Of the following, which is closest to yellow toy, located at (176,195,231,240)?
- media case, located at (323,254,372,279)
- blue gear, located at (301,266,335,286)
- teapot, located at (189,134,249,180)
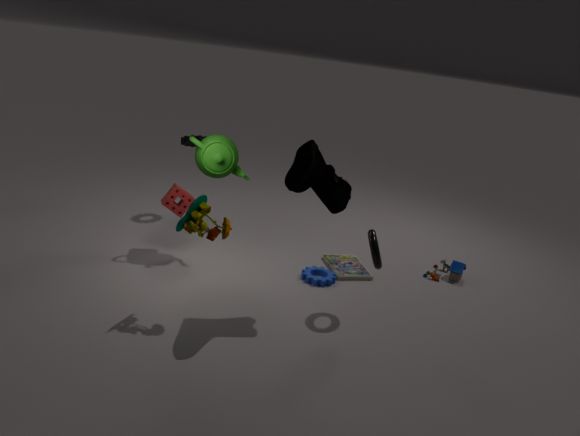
teapot, located at (189,134,249,180)
